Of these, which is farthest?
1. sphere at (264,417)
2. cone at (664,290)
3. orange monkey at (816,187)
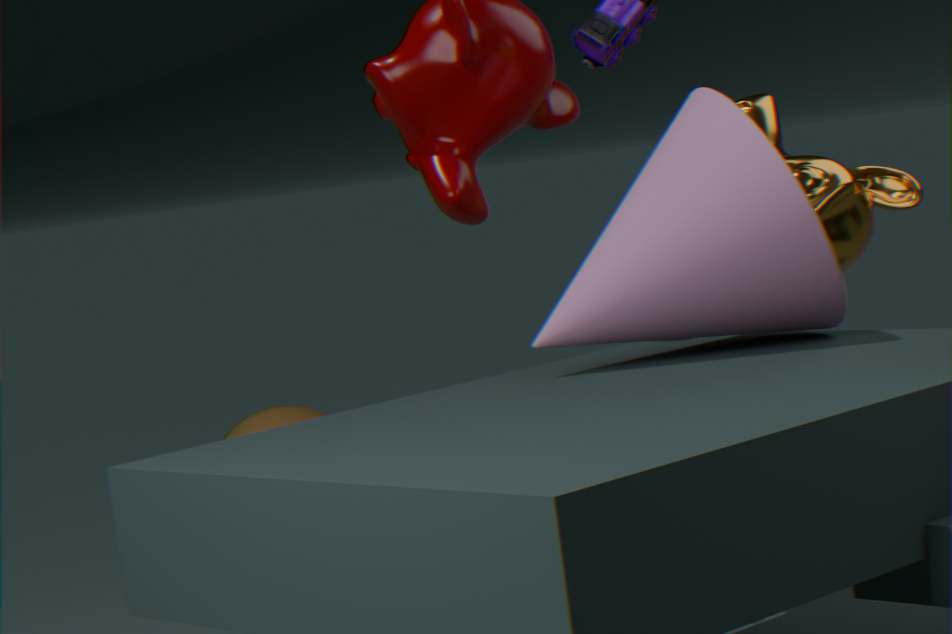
sphere at (264,417)
